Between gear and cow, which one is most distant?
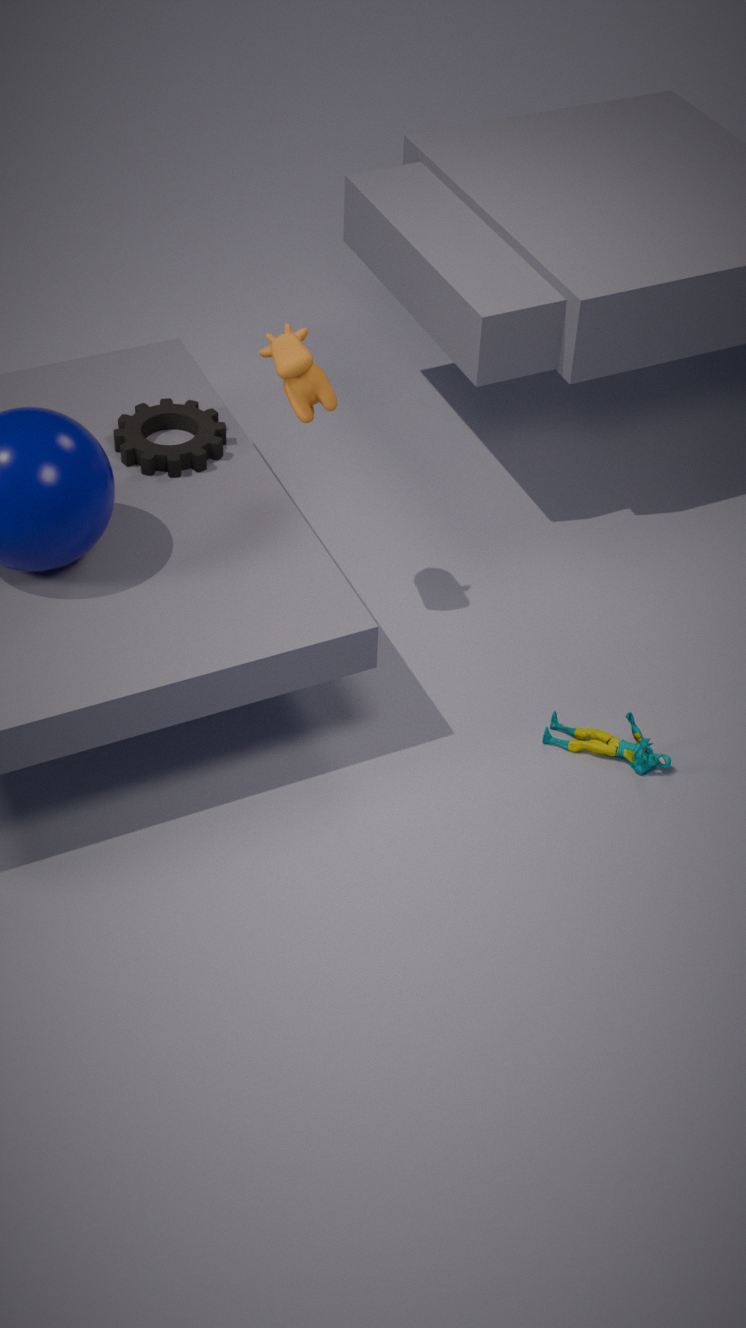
gear
